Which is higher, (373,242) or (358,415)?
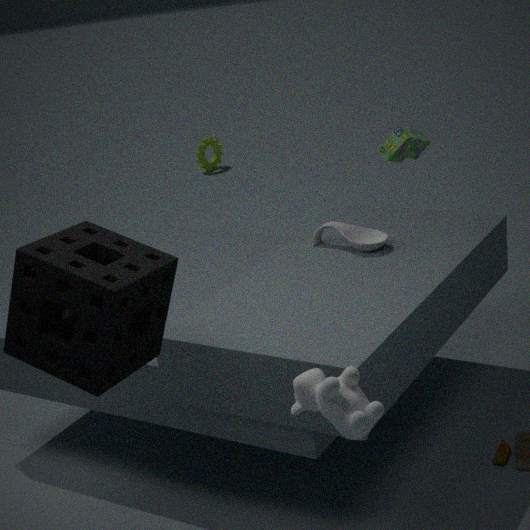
(358,415)
